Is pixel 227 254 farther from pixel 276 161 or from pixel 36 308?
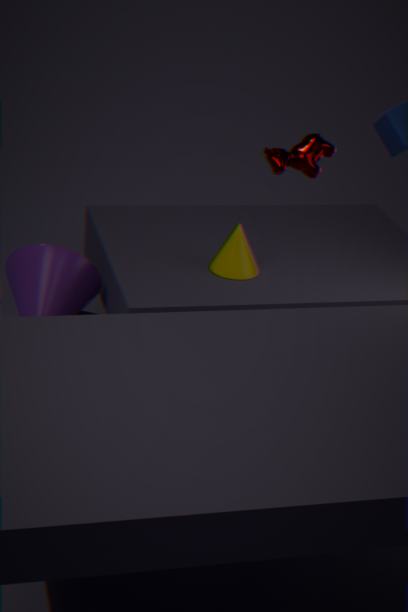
pixel 36 308
